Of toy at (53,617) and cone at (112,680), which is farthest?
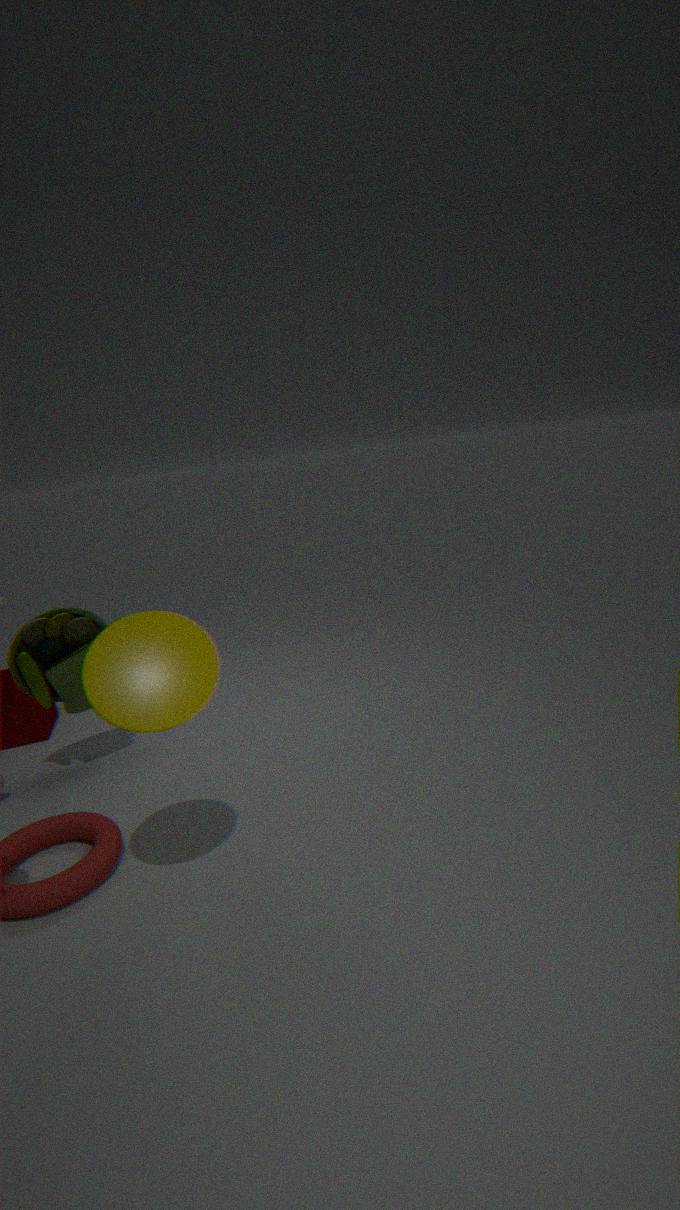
toy at (53,617)
